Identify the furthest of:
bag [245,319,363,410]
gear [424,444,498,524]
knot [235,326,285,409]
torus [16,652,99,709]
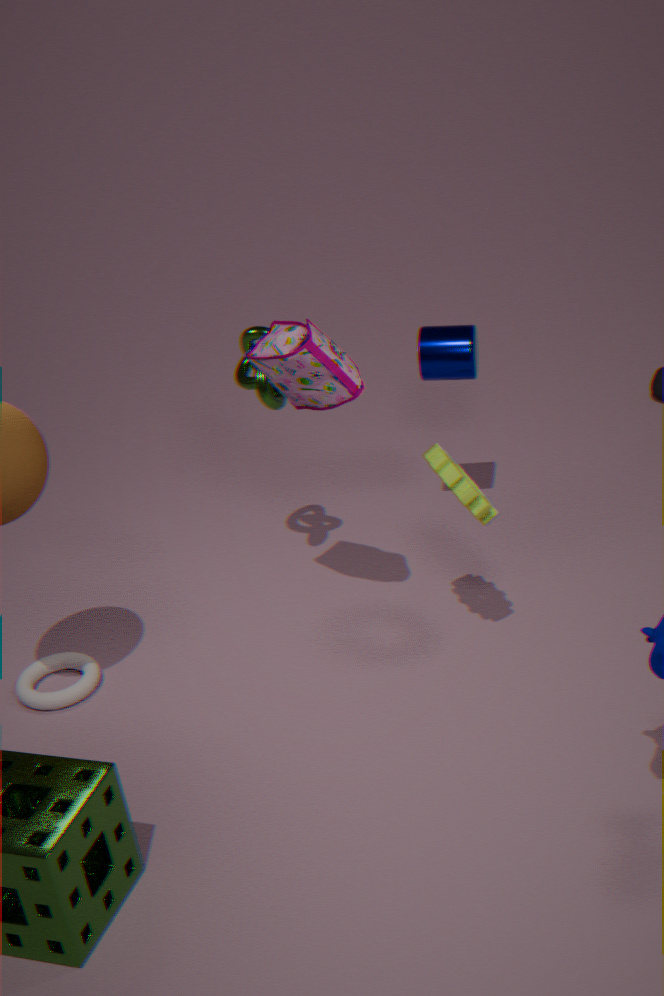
torus [16,652,99,709]
